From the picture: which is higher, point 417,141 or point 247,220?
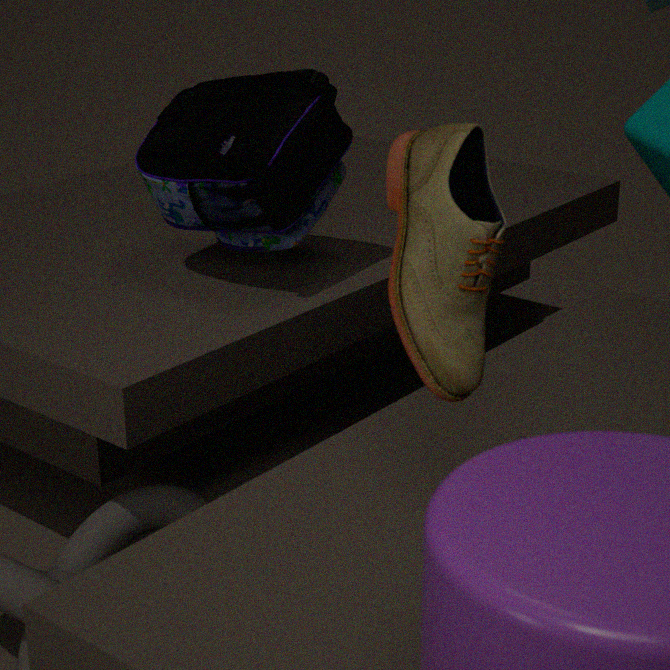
point 417,141
